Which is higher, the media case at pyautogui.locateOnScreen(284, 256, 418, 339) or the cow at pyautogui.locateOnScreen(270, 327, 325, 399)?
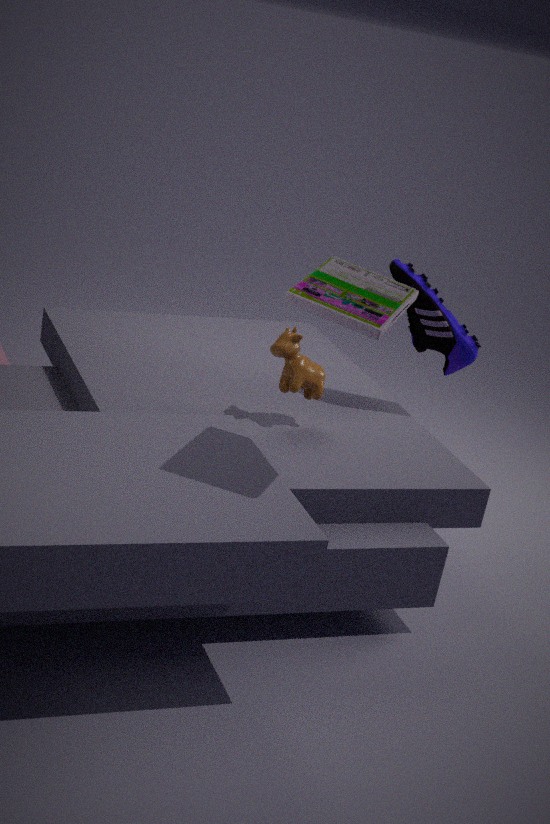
the media case at pyautogui.locateOnScreen(284, 256, 418, 339)
